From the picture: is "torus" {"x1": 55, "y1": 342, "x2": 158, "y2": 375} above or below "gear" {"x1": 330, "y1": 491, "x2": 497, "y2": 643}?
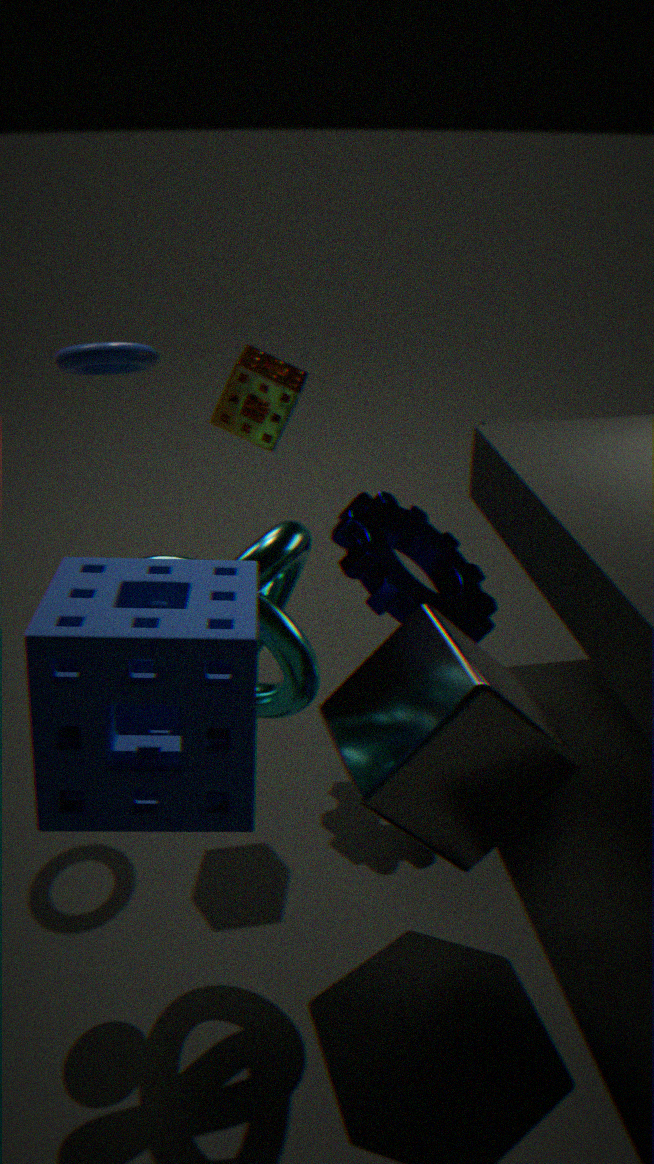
above
